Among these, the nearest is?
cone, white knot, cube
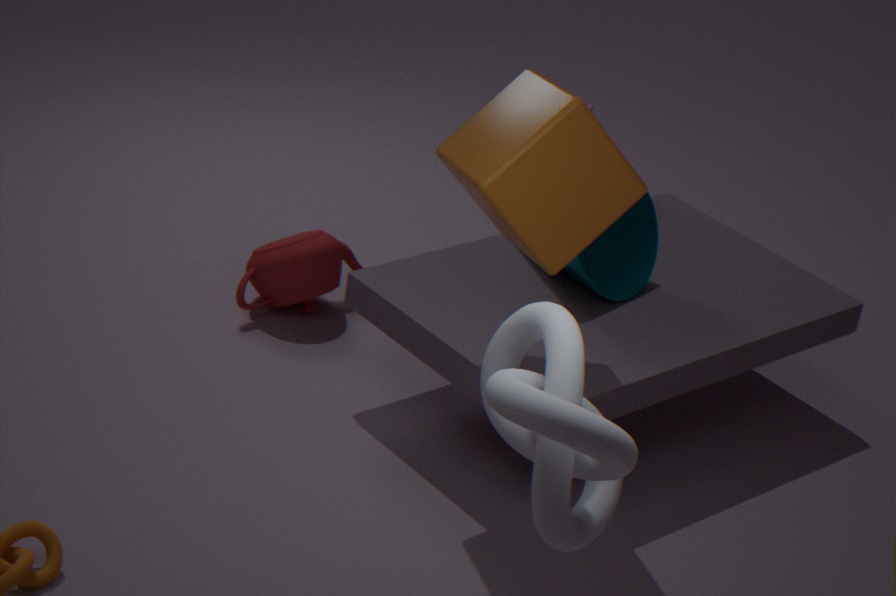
white knot
